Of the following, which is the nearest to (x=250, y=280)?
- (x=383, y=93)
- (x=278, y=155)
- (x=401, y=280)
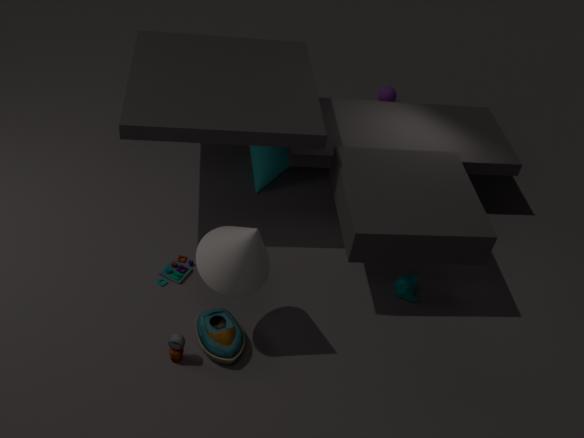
(x=401, y=280)
